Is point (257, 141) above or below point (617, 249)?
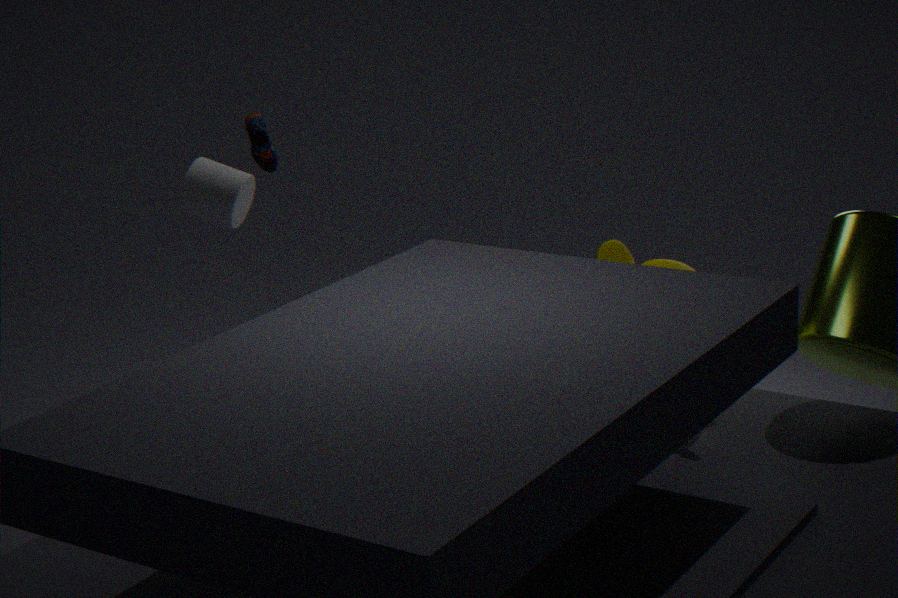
above
